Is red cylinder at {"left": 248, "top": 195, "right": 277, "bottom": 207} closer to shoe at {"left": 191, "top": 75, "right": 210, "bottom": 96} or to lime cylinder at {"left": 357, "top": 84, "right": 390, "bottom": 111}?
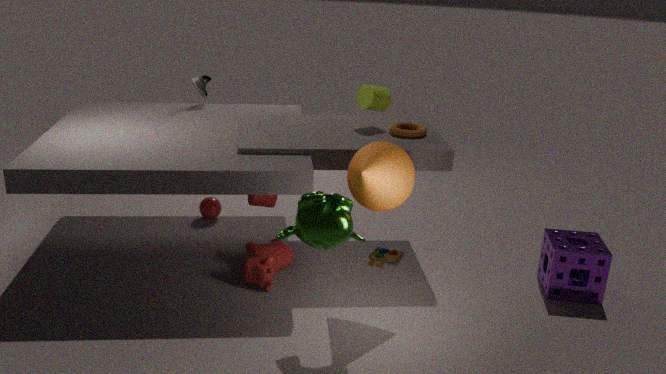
lime cylinder at {"left": 357, "top": 84, "right": 390, "bottom": 111}
